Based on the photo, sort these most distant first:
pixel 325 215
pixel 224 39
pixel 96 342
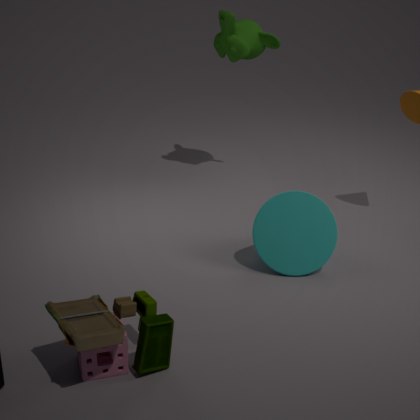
1. pixel 224 39
2. pixel 325 215
3. pixel 96 342
